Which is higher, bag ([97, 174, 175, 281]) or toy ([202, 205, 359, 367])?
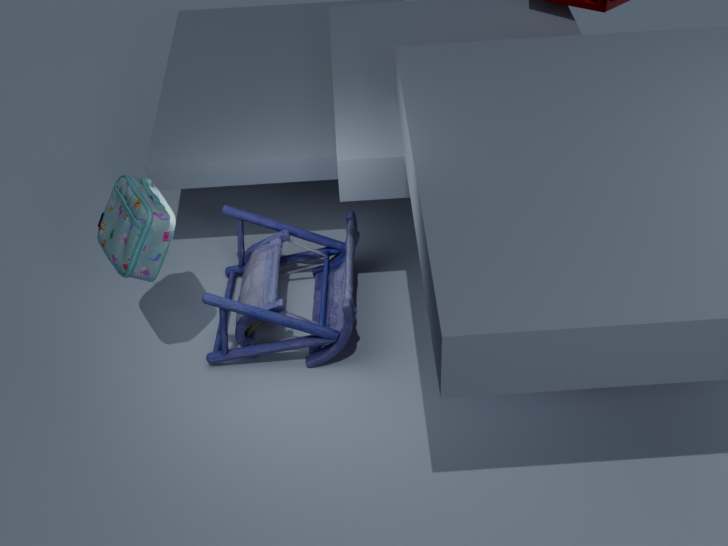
bag ([97, 174, 175, 281])
